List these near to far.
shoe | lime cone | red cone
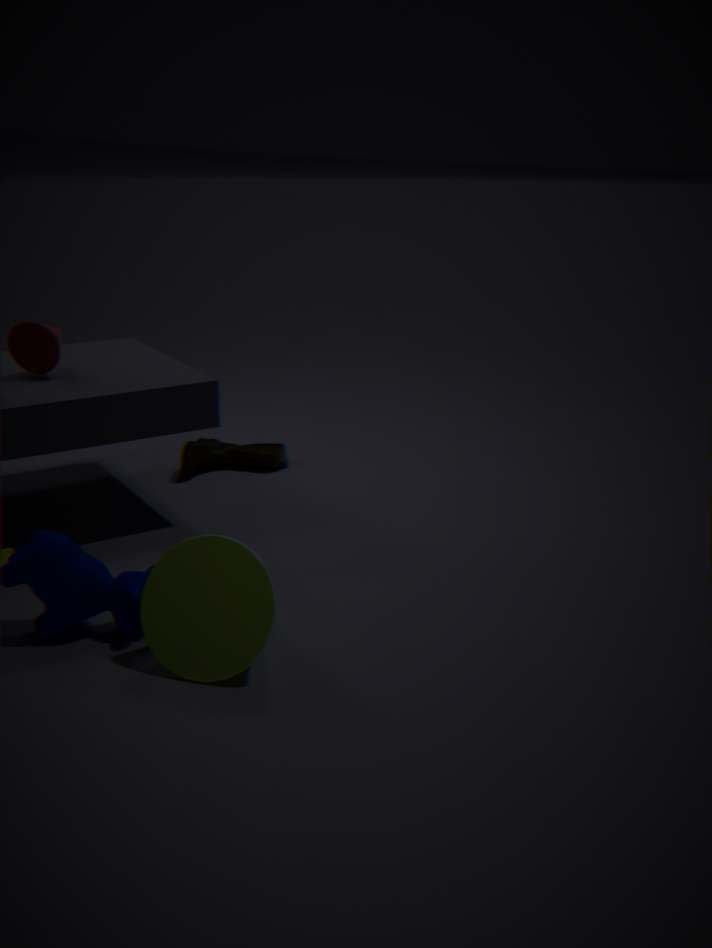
1. lime cone
2. red cone
3. shoe
